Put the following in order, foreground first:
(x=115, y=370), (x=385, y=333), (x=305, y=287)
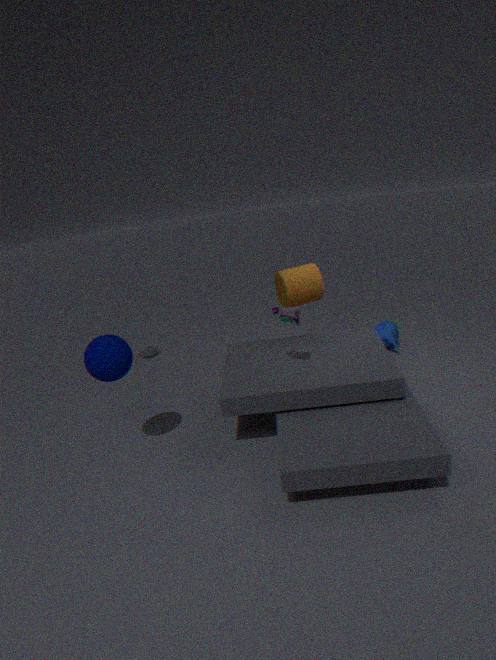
(x=115, y=370)
(x=305, y=287)
(x=385, y=333)
